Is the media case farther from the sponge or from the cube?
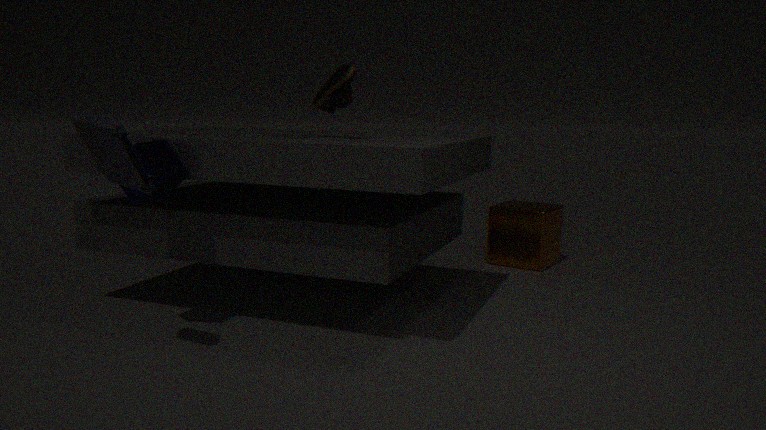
the cube
